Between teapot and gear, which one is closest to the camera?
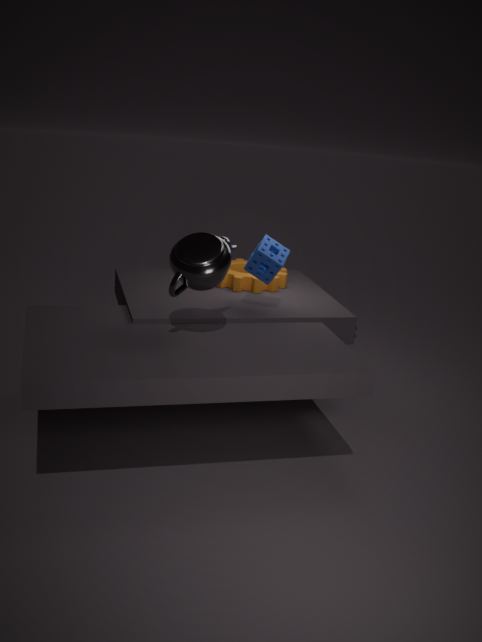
teapot
